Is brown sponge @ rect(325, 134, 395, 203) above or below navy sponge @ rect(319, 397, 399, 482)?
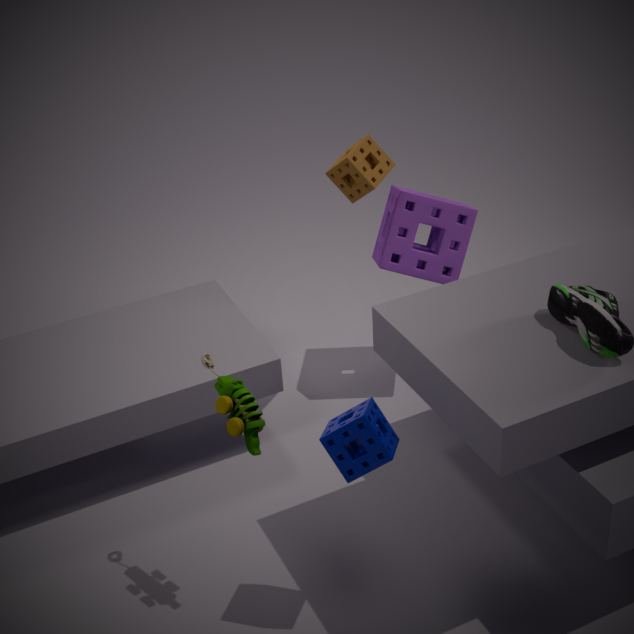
above
